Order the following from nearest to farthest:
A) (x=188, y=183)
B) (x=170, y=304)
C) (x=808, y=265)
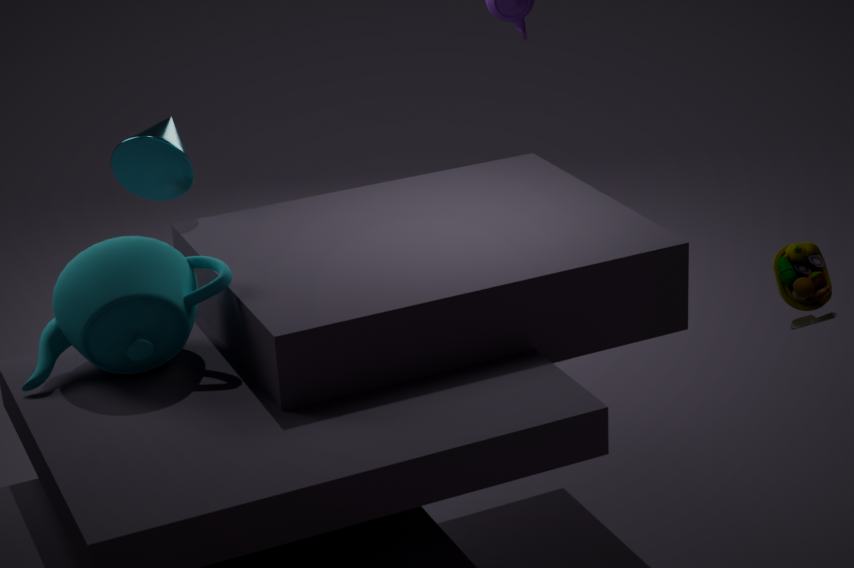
1. (x=170, y=304)
2. (x=808, y=265)
3. (x=188, y=183)
